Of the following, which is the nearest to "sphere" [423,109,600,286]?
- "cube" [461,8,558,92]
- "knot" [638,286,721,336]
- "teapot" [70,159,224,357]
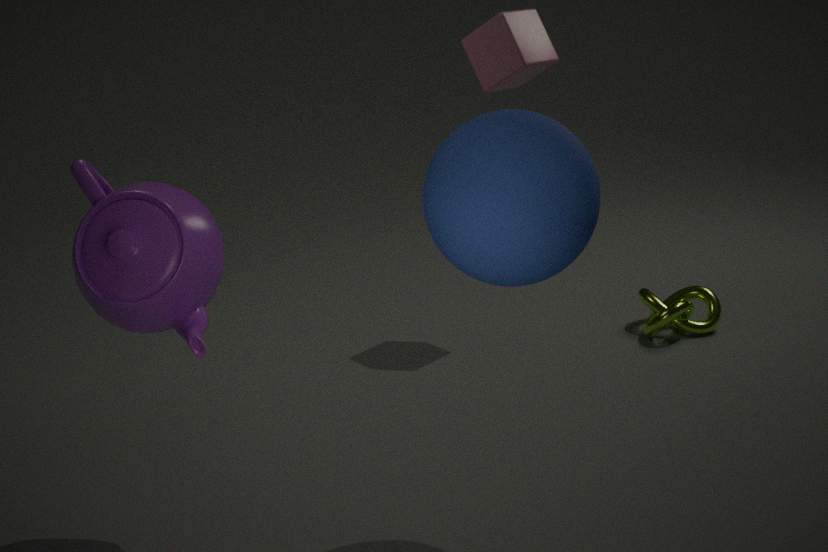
"teapot" [70,159,224,357]
